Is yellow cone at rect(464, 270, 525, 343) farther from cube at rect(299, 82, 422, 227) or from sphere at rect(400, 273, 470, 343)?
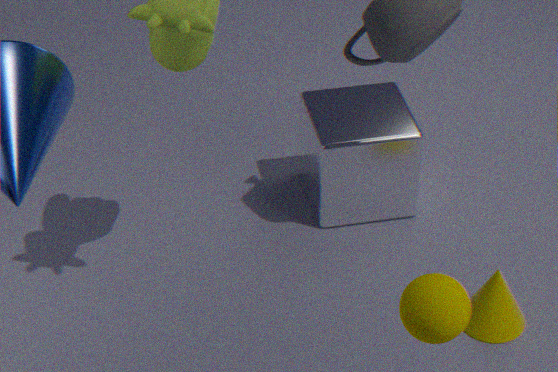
sphere at rect(400, 273, 470, 343)
